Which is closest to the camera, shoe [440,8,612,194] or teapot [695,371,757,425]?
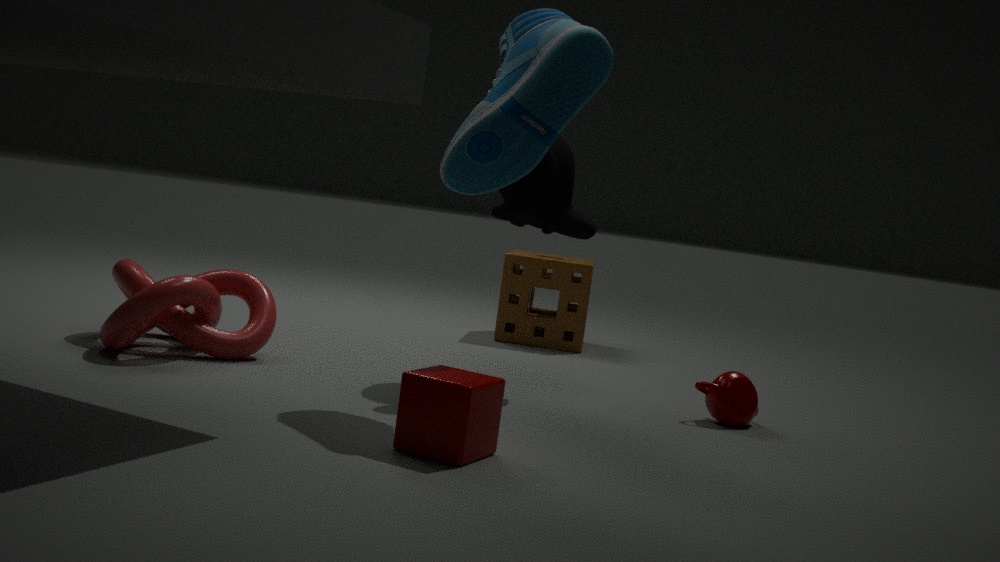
shoe [440,8,612,194]
